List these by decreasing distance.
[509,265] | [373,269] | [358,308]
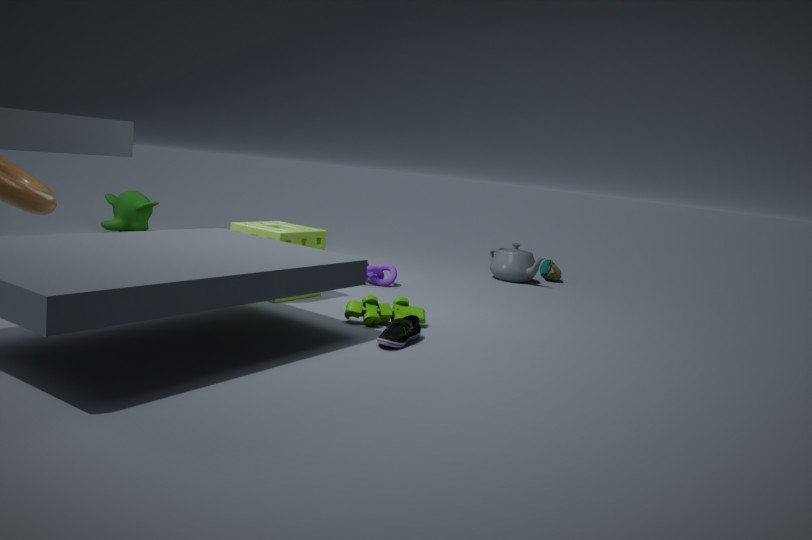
1. [509,265]
2. [373,269]
3. [358,308]
